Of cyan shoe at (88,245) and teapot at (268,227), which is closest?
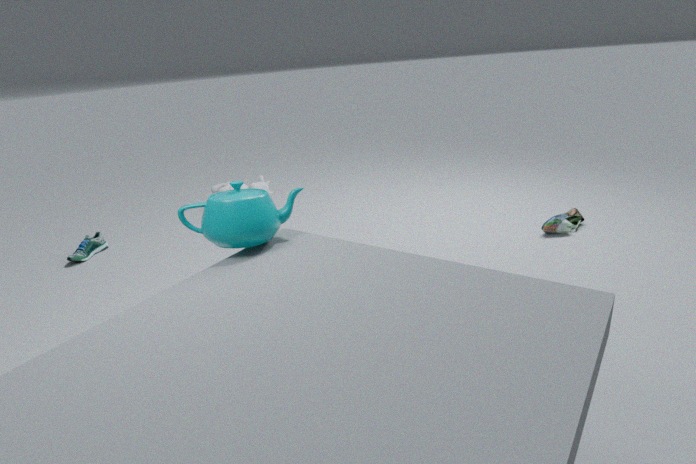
teapot at (268,227)
